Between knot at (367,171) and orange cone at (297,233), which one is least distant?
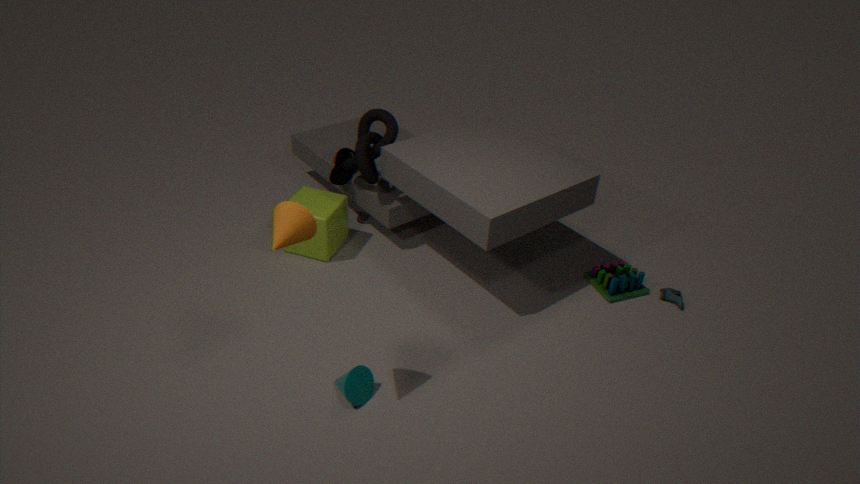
orange cone at (297,233)
